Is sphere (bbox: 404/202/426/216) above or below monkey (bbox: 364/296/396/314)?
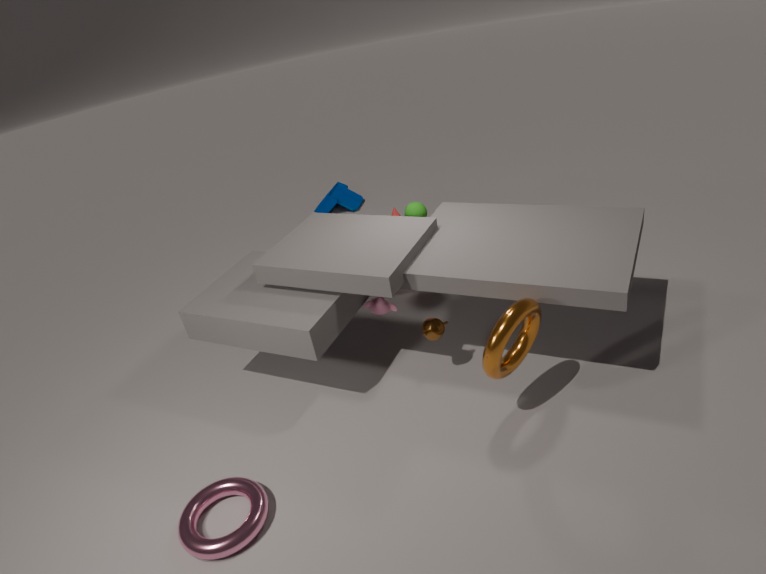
above
